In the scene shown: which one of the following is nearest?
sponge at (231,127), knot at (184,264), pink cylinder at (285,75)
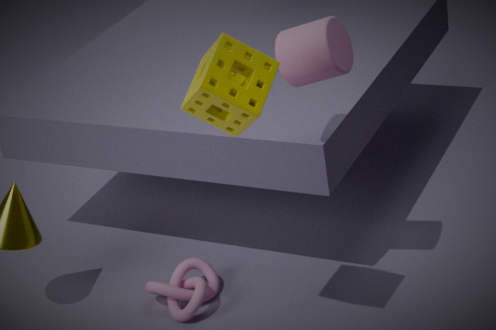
sponge at (231,127)
